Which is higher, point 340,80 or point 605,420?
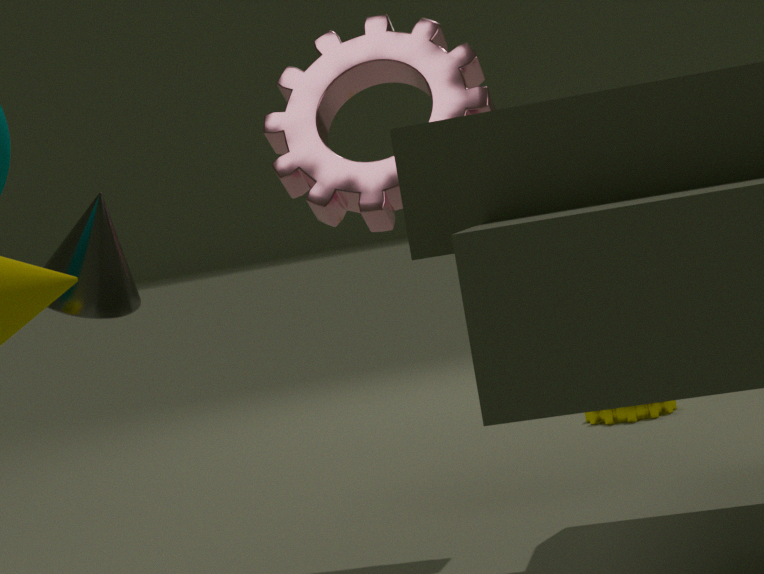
point 340,80
